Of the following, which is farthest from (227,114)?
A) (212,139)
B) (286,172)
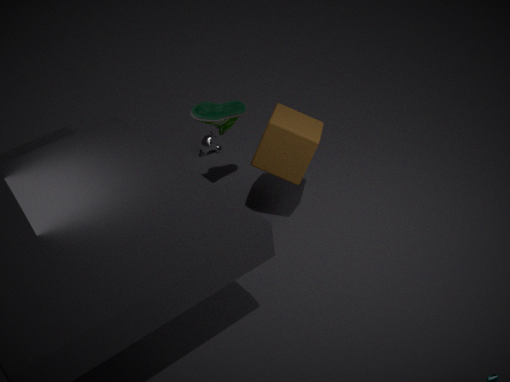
(212,139)
